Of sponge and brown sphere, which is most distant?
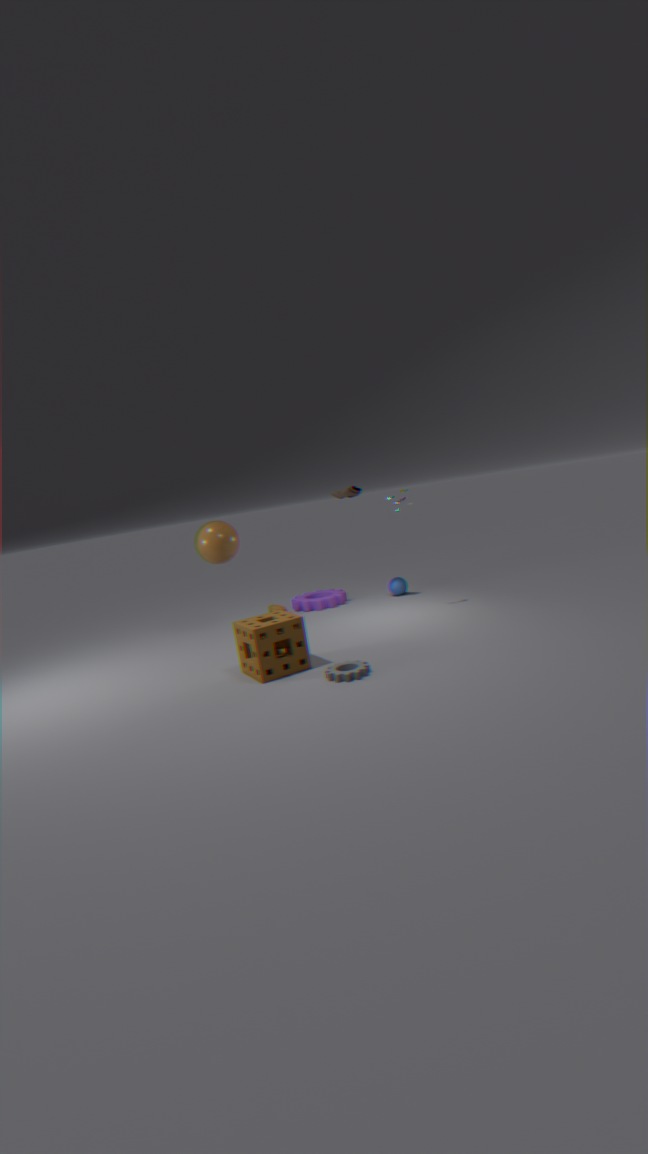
brown sphere
